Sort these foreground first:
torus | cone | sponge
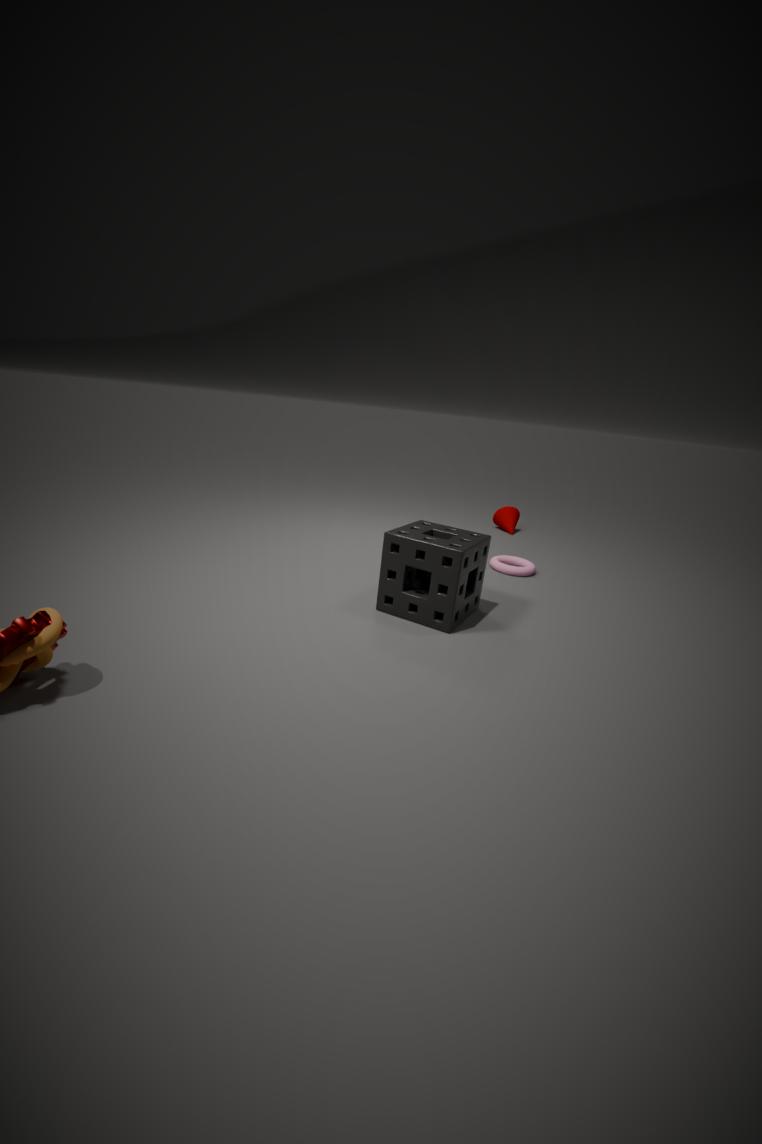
sponge → torus → cone
